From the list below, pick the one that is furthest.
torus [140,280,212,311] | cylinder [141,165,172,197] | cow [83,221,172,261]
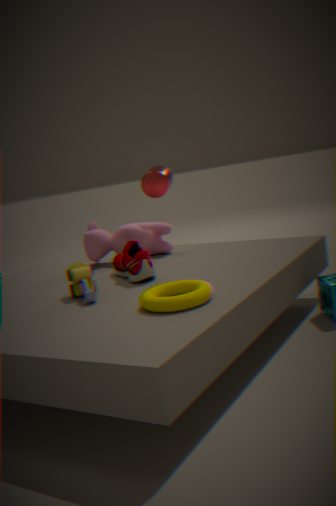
cylinder [141,165,172,197]
